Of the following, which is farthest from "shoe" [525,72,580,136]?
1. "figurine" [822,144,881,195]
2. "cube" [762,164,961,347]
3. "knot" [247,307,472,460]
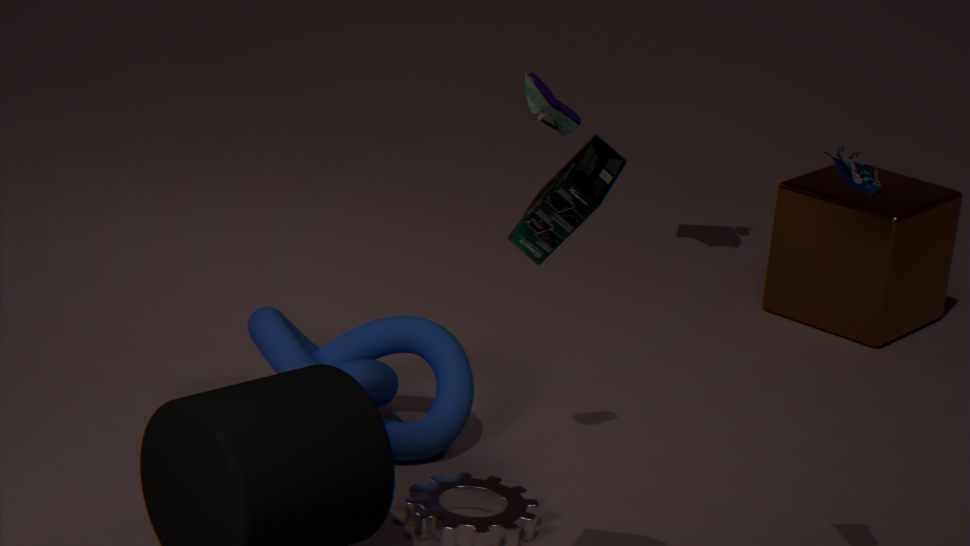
"cube" [762,164,961,347]
